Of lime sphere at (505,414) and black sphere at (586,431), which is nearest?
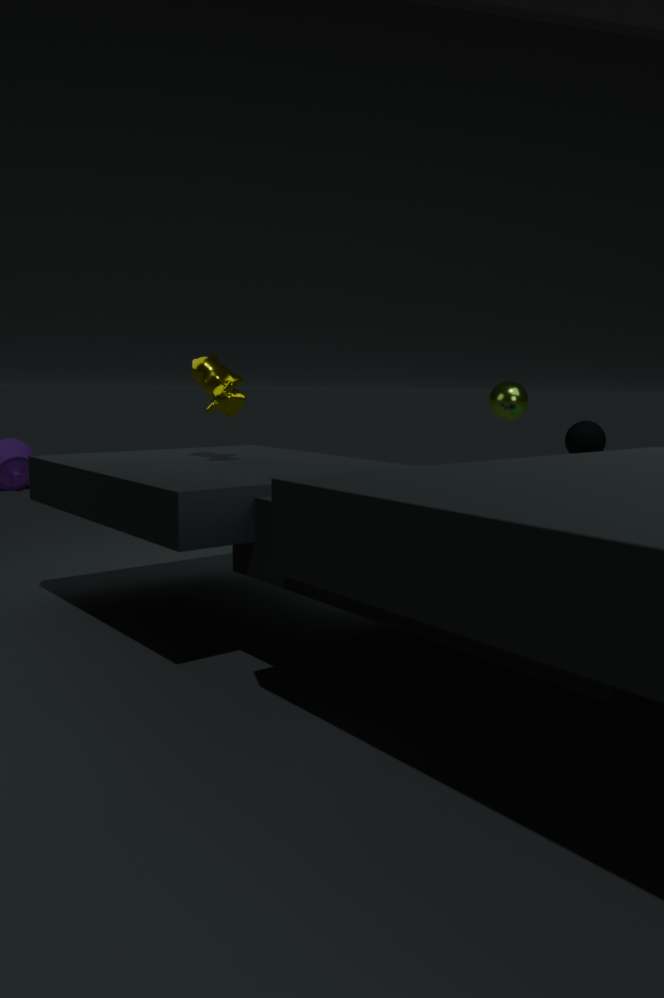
lime sphere at (505,414)
